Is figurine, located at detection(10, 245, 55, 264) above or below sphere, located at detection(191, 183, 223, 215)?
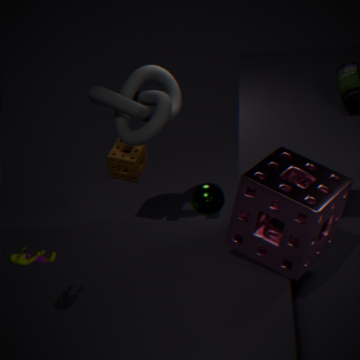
above
